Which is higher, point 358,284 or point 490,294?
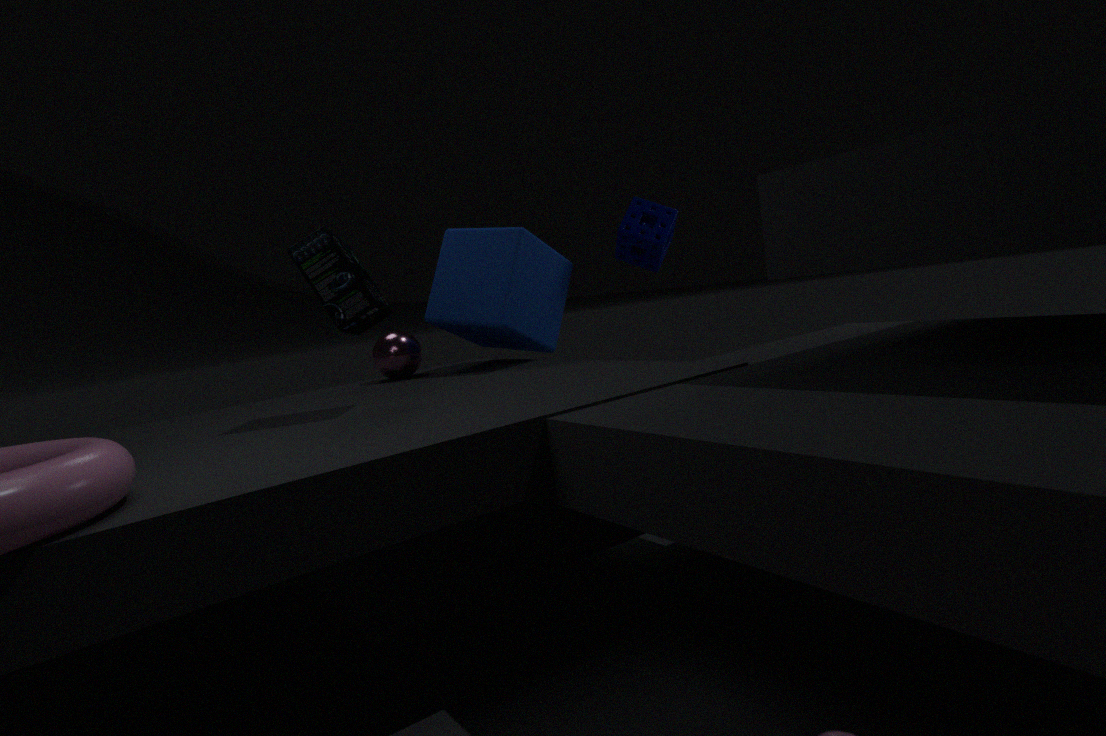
point 358,284
